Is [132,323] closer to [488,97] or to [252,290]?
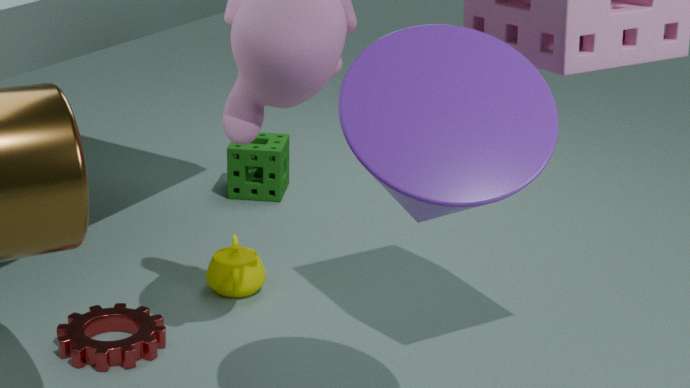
[252,290]
